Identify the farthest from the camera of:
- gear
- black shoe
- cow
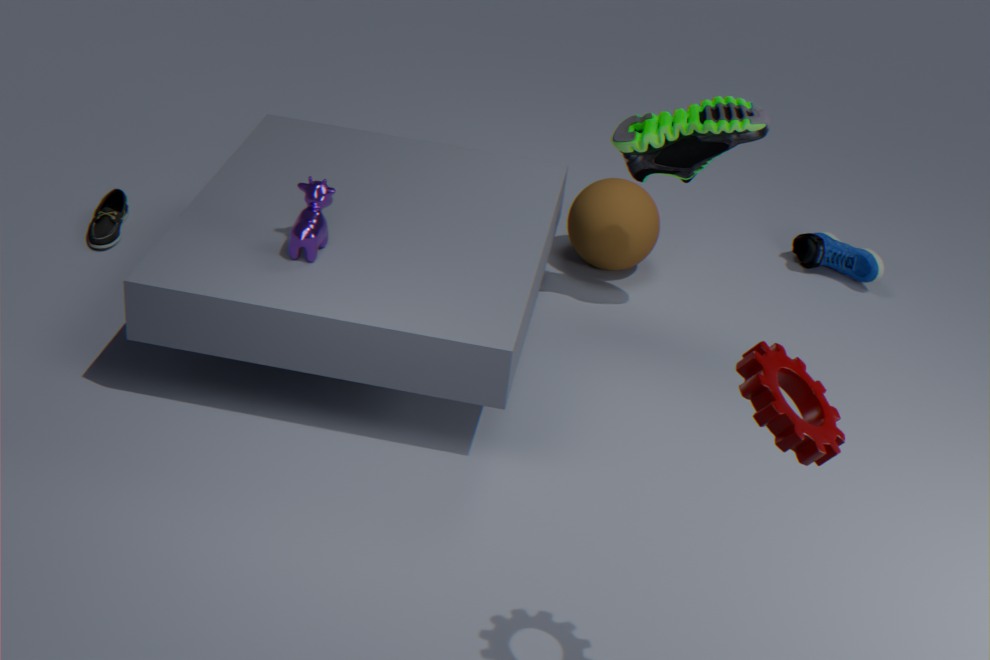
black shoe
